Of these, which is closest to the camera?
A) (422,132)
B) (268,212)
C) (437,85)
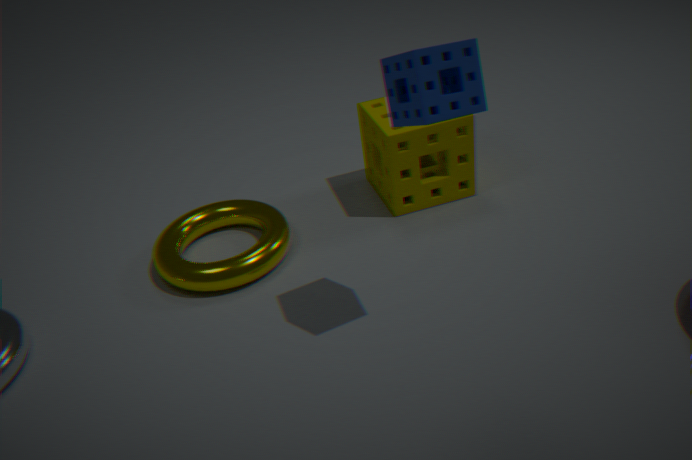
(437,85)
